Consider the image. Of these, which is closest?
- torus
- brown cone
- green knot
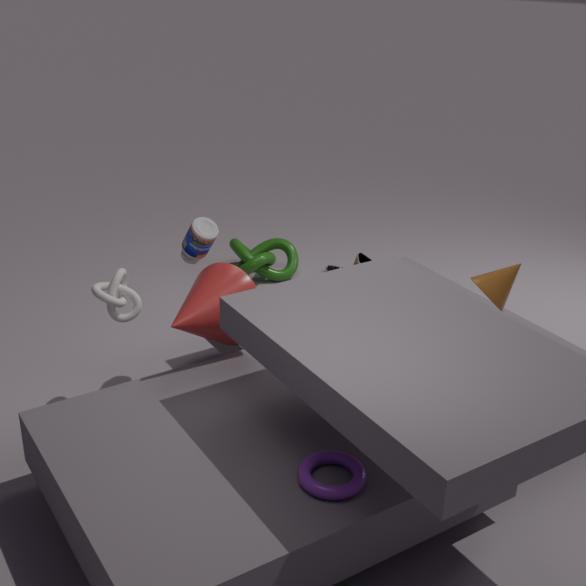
torus
